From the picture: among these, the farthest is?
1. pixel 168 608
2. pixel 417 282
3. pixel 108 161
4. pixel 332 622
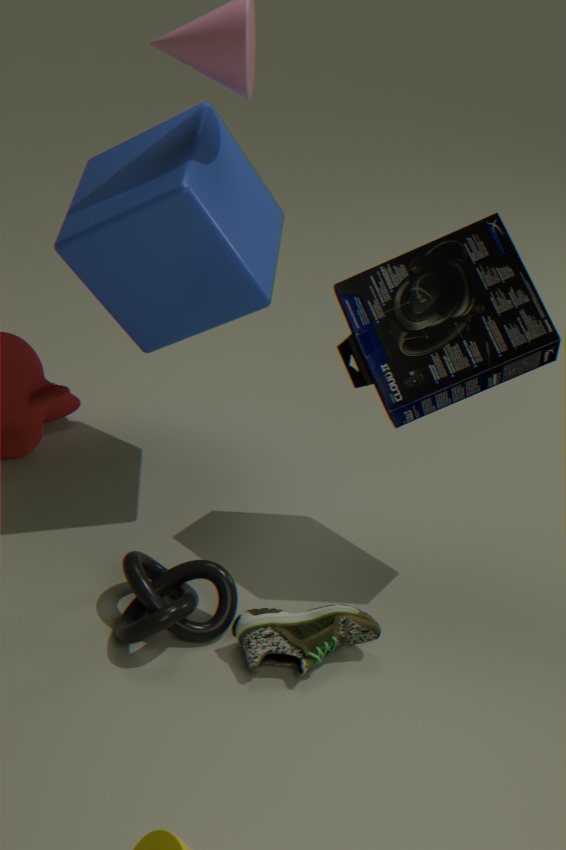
pixel 108 161
